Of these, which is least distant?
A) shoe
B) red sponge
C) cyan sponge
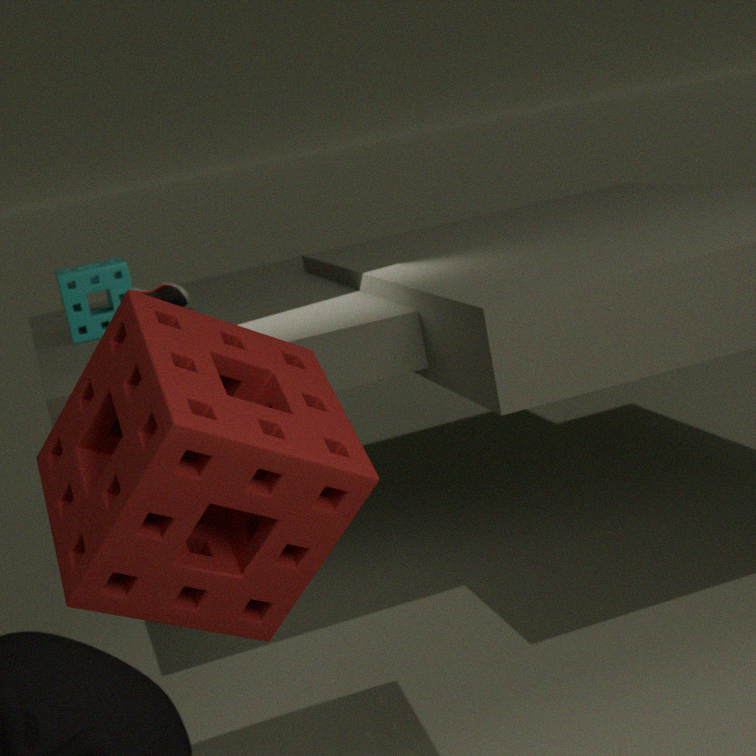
red sponge
